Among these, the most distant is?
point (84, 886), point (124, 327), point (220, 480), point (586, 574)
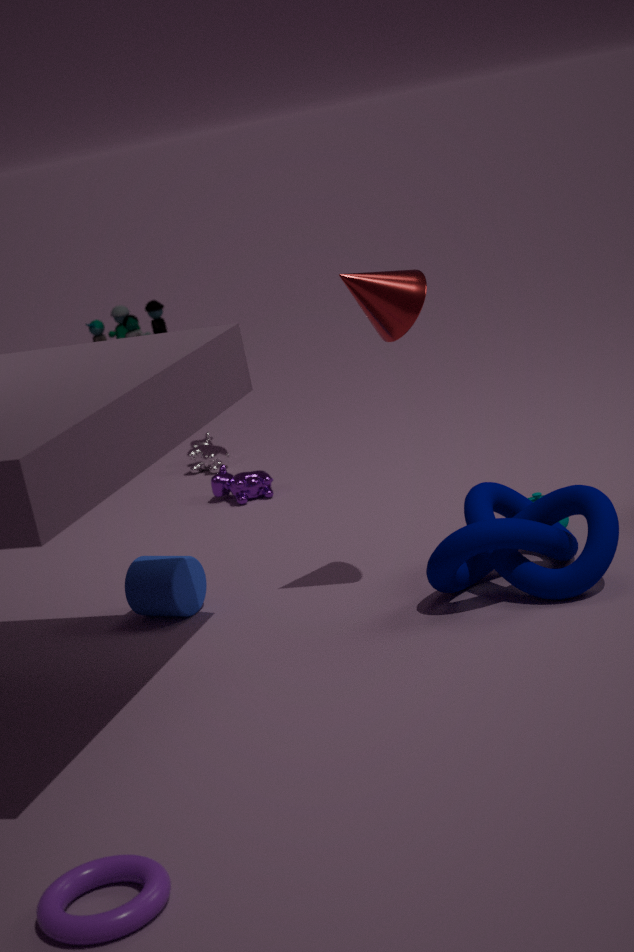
point (124, 327)
